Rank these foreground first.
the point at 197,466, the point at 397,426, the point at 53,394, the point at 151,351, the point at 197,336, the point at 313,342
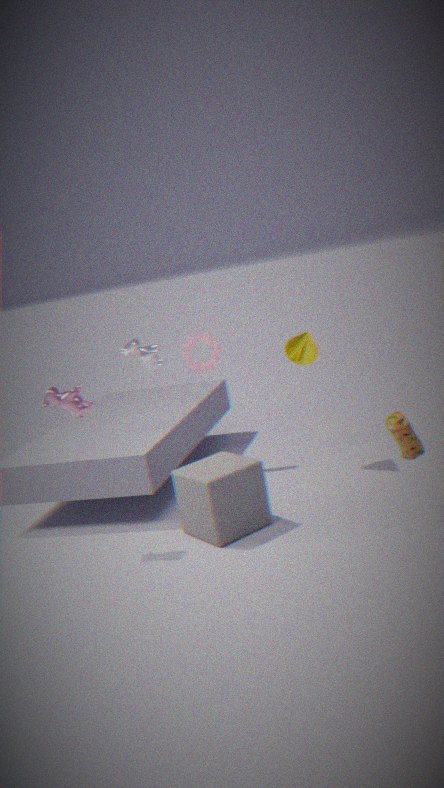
1. the point at 397,426
2. the point at 53,394
3. the point at 197,466
4. the point at 151,351
5. the point at 313,342
6. the point at 197,336
